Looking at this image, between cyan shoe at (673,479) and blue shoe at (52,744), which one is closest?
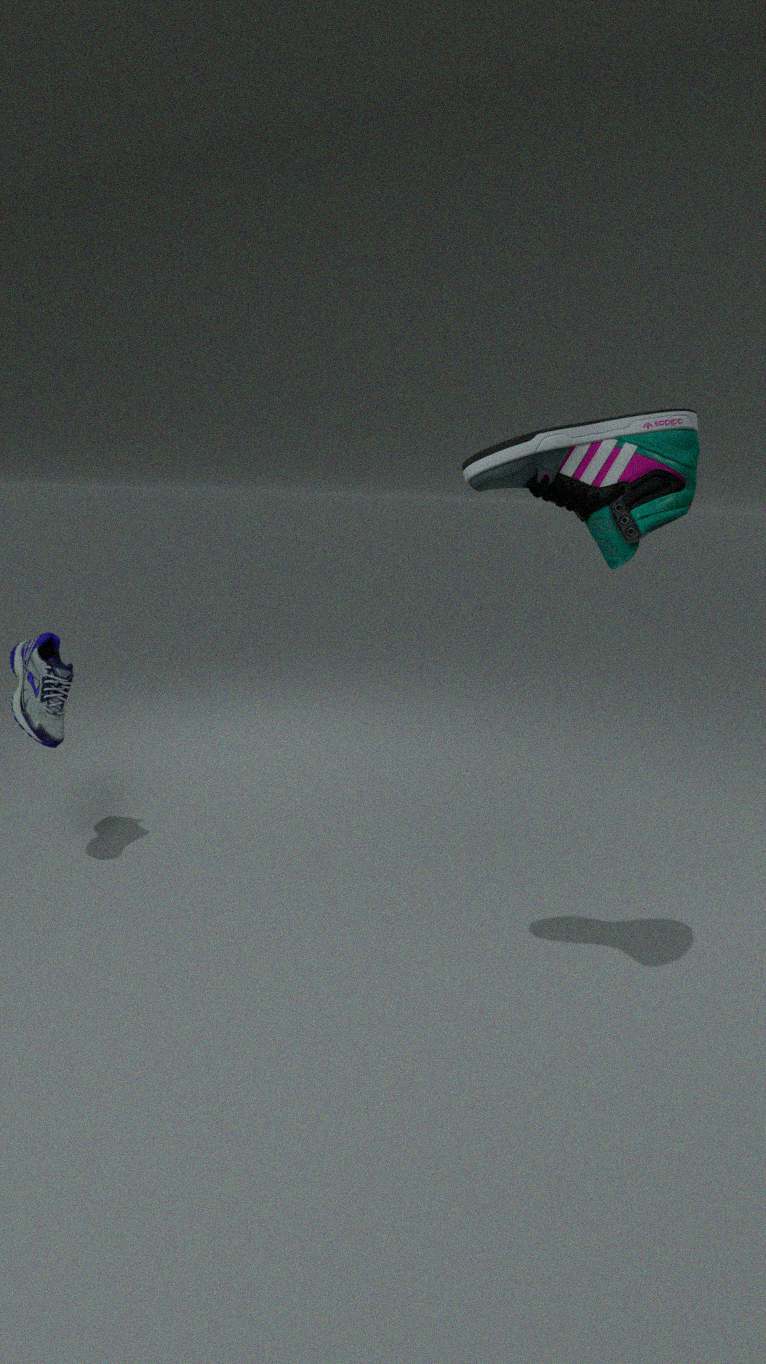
cyan shoe at (673,479)
